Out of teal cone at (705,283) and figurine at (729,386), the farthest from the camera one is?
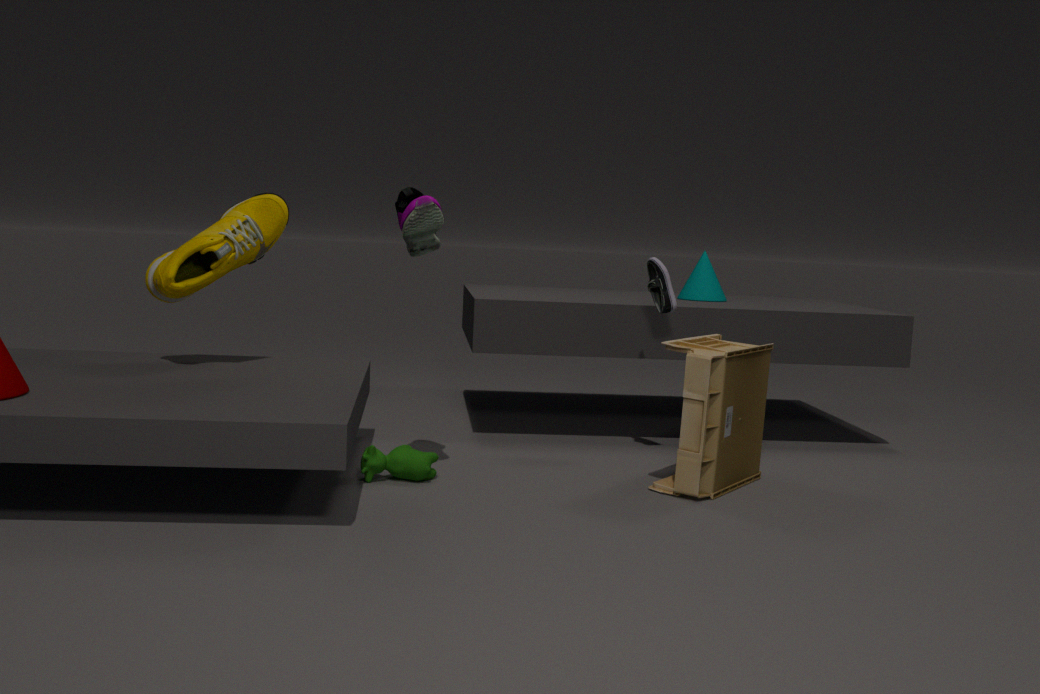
teal cone at (705,283)
